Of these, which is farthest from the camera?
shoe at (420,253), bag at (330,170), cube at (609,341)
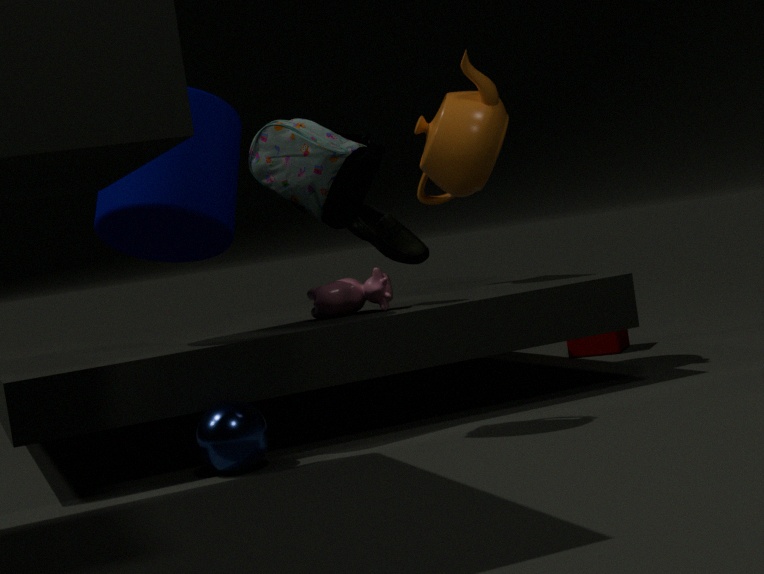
cube at (609,341)
